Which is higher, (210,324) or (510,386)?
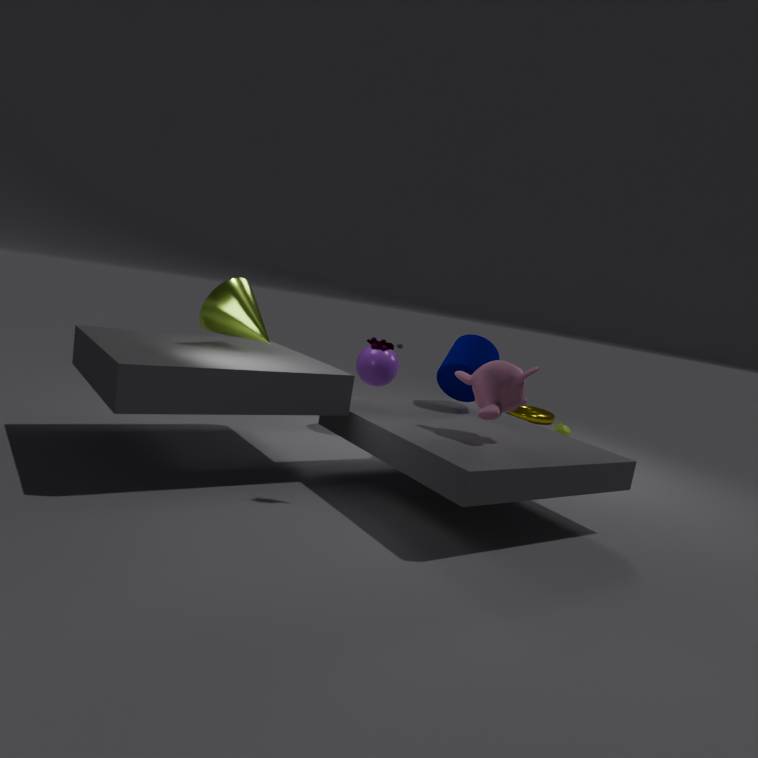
(210,324)
